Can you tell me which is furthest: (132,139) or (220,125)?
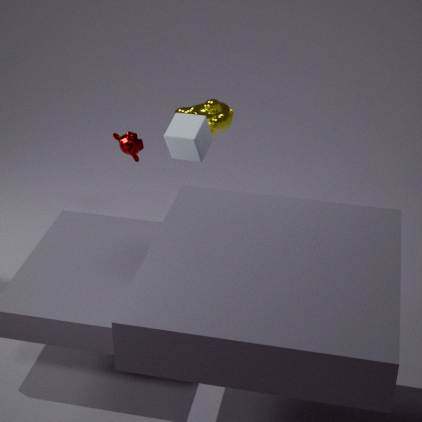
(132,139)
